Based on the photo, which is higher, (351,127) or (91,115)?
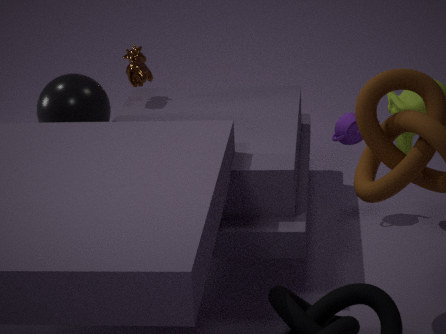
(91,115)
